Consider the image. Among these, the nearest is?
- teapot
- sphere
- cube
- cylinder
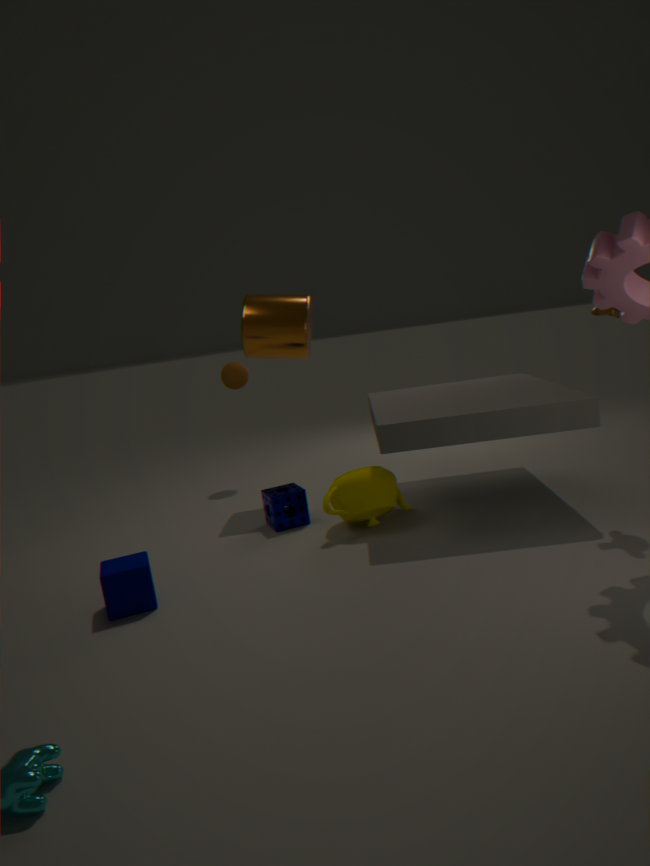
cube
